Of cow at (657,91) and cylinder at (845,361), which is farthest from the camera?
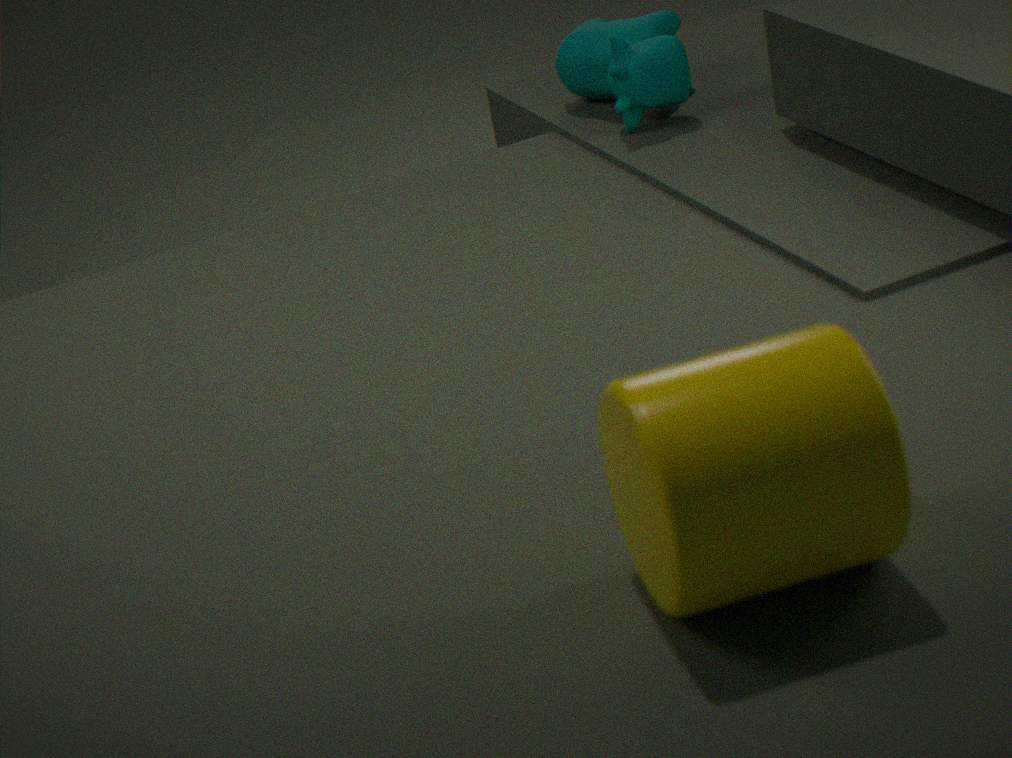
cow at (657,91)
